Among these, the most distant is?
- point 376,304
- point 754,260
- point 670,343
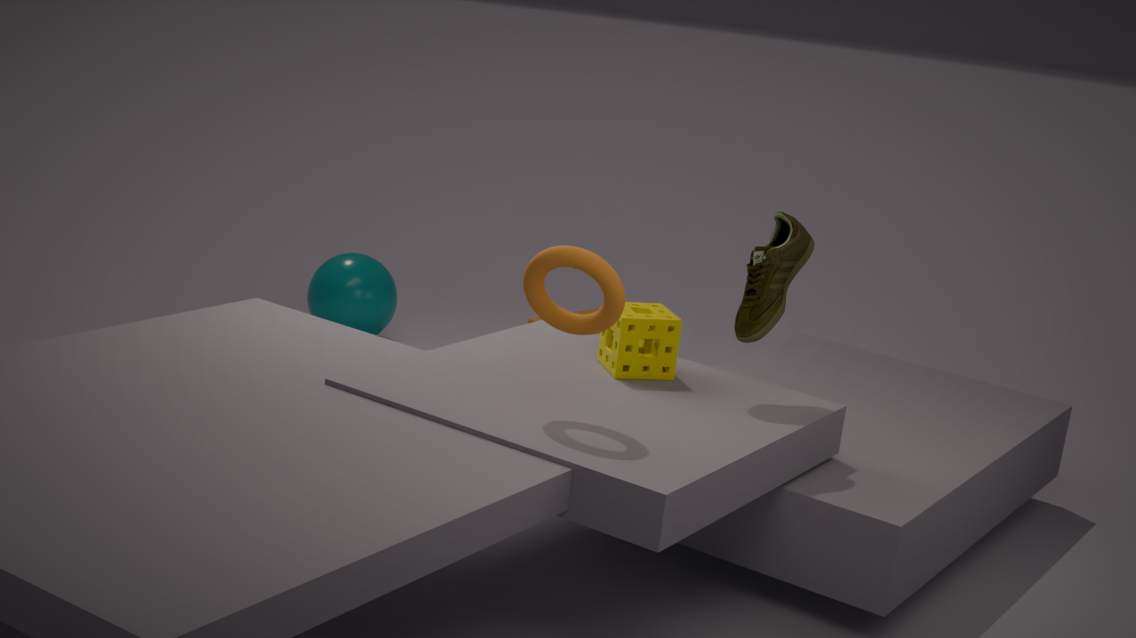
point 376,304
